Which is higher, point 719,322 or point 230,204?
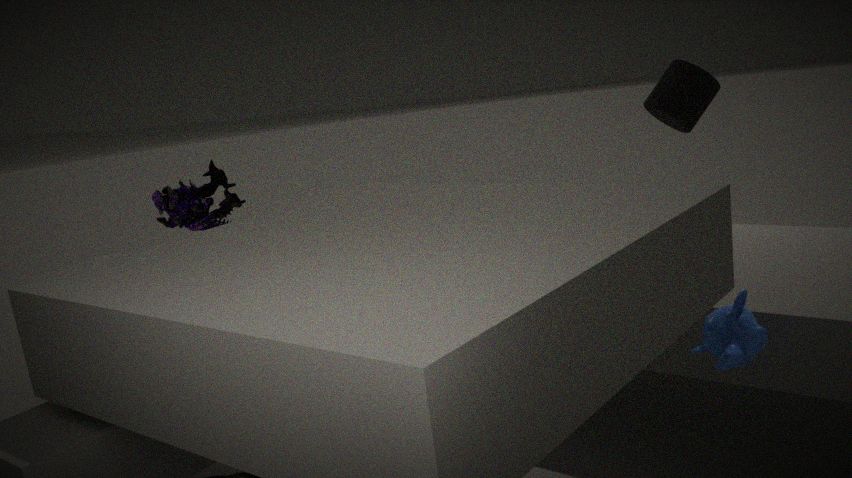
point 230,204
